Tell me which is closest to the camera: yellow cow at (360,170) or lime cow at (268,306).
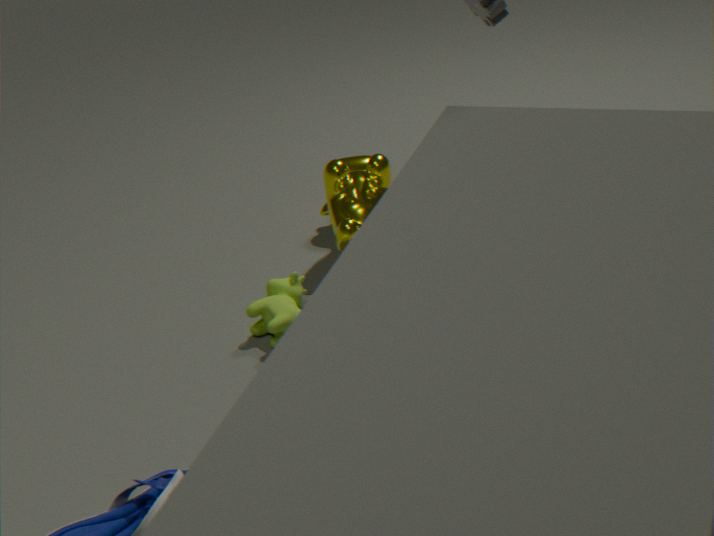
lime cow at (268,306)
